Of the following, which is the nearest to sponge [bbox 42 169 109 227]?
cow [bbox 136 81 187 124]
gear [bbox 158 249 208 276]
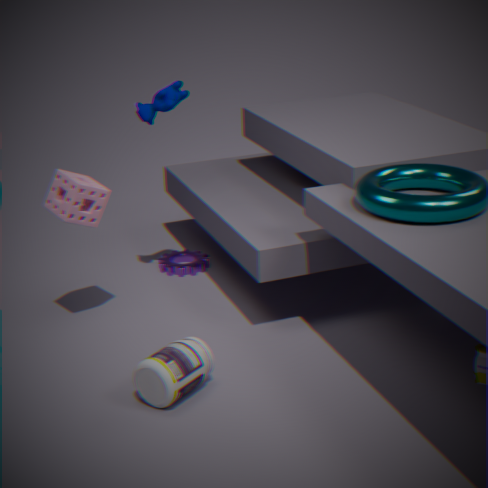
cow [bbox 136 81 187 124]
